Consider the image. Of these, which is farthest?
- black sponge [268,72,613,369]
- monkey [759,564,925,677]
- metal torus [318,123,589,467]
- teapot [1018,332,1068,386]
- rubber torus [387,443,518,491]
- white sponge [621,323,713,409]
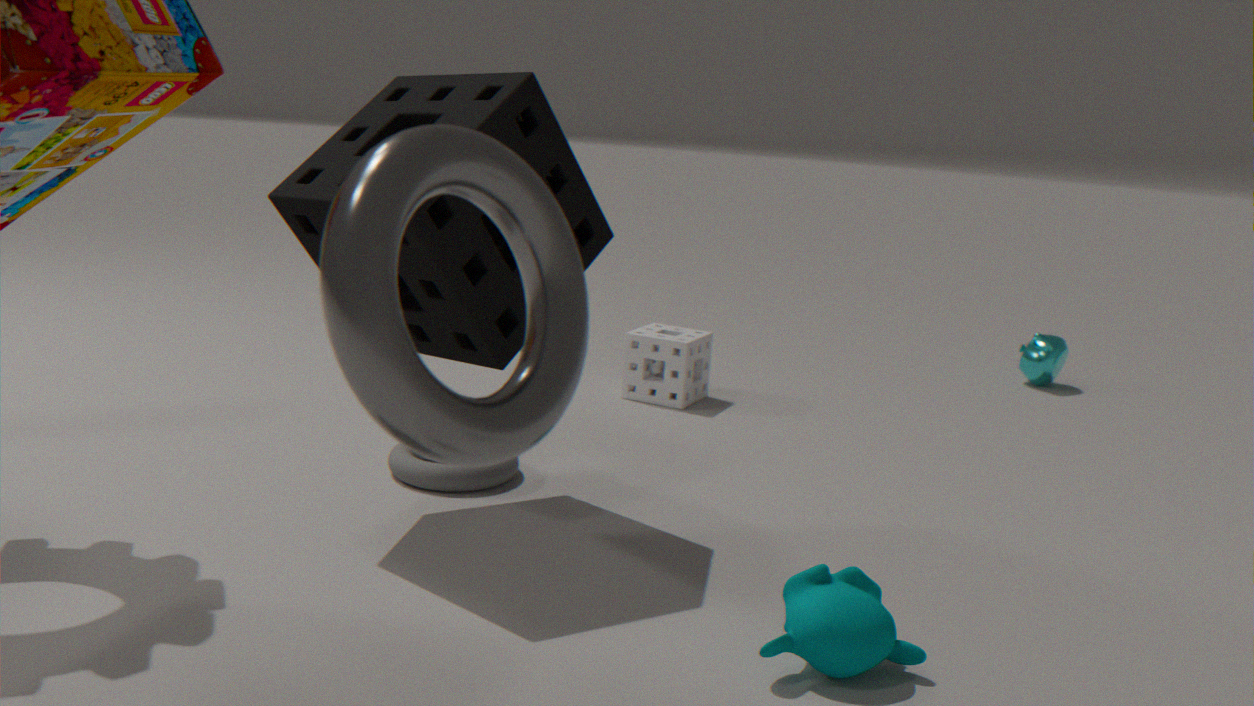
teapot [1018,332,1068,386]
